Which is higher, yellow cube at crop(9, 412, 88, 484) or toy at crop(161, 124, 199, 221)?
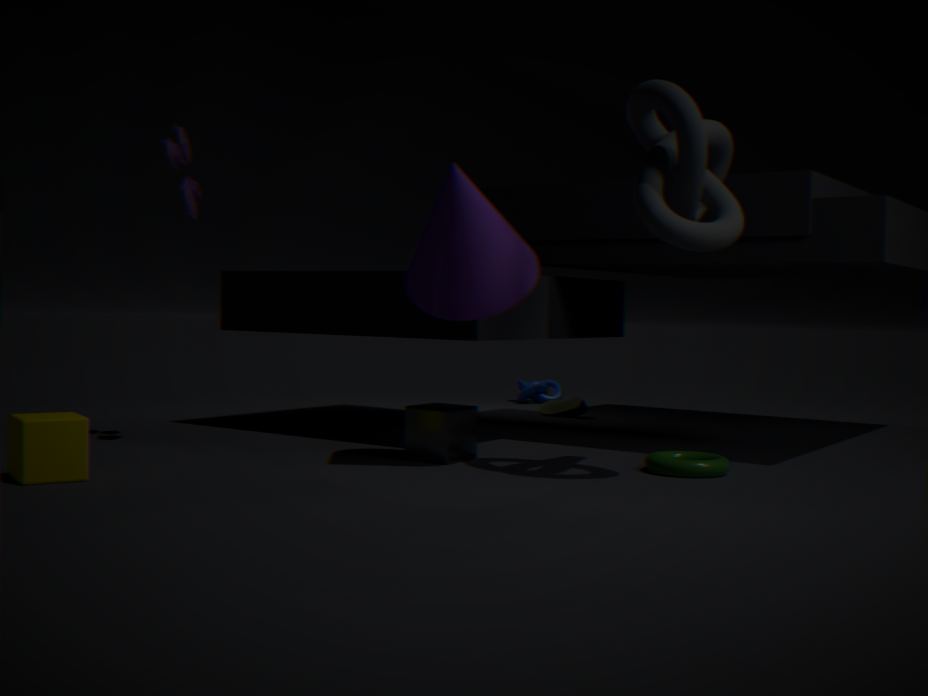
toy at crop(161, 124, 199, 221)
